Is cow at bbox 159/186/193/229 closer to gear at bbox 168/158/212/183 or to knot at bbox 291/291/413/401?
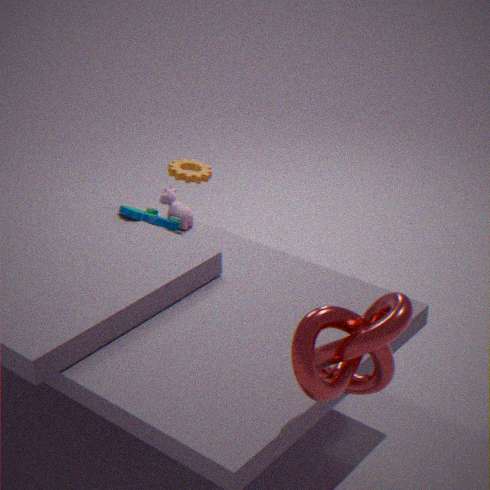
gear at bbox 168/158/212/183
